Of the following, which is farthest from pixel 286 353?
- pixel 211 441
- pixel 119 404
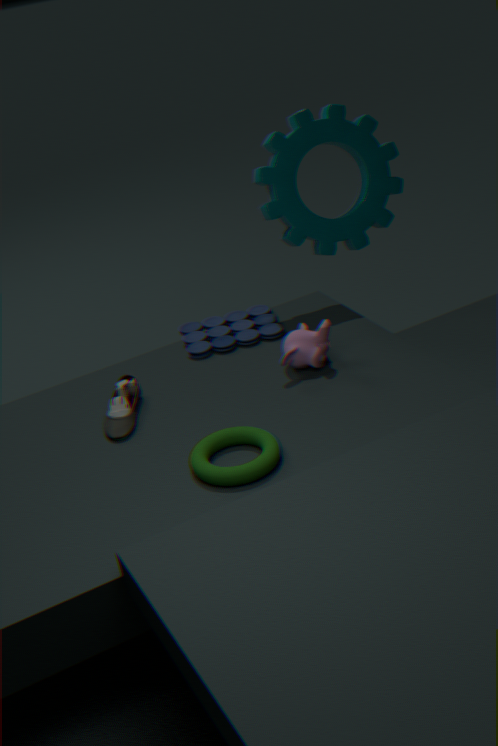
pixel 119 404
